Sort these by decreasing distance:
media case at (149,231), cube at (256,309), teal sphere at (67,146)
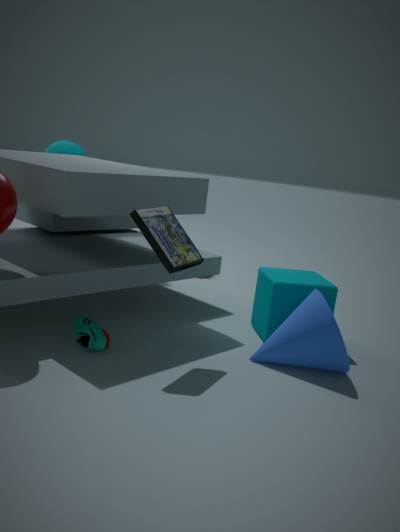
1. teal sphere at (67,146)
2. cube at (256,309)
3. media case at (149,231)
